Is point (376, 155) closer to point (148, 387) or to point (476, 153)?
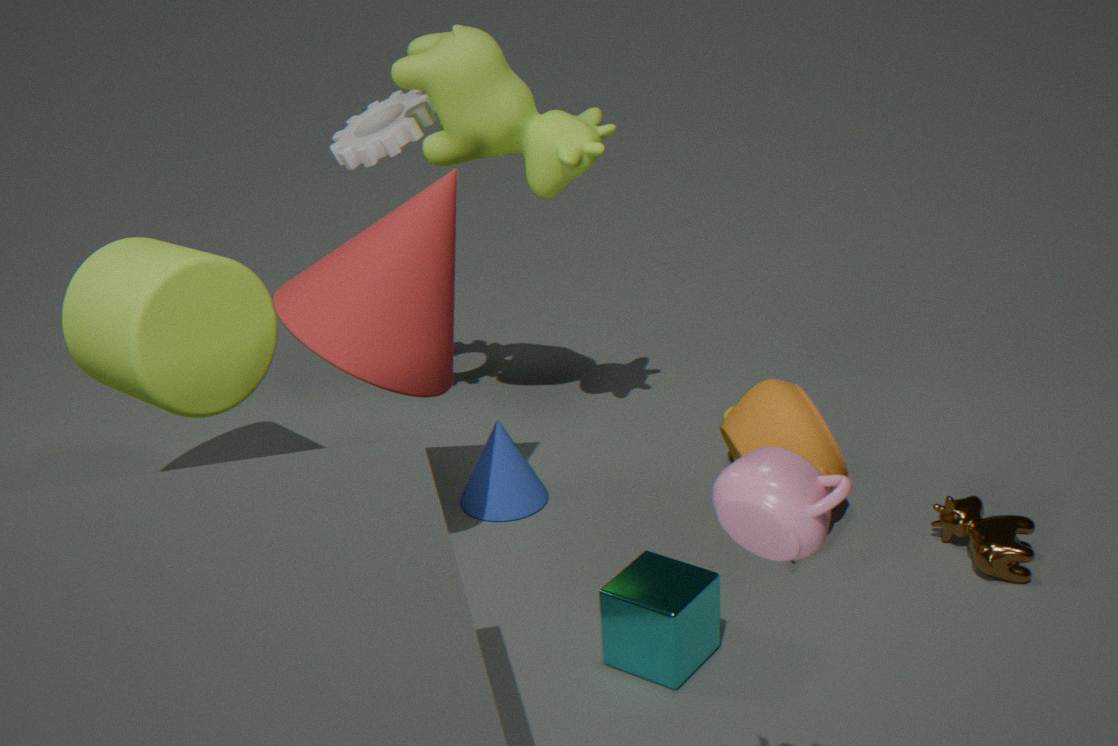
point (476, 153)
